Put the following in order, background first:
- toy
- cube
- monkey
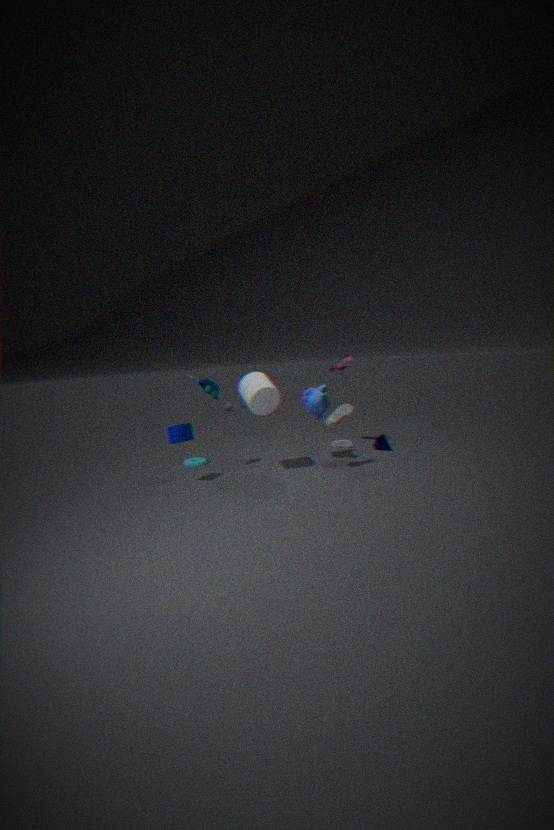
1. monkey
2. toy
3. cube
